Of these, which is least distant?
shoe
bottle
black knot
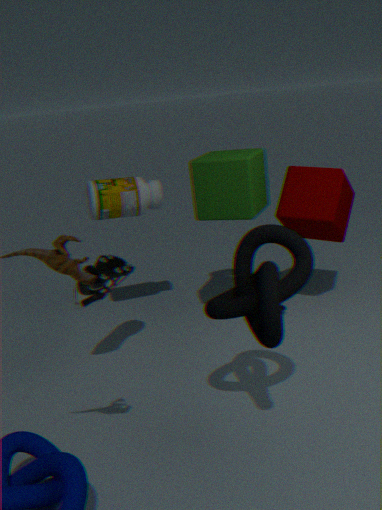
black knot
